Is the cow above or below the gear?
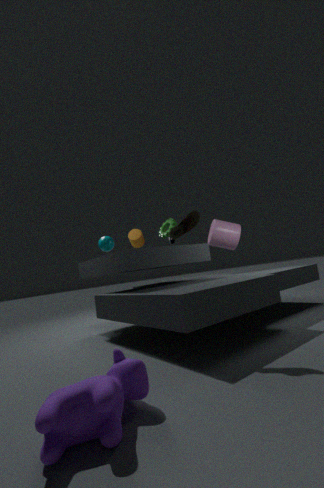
below
